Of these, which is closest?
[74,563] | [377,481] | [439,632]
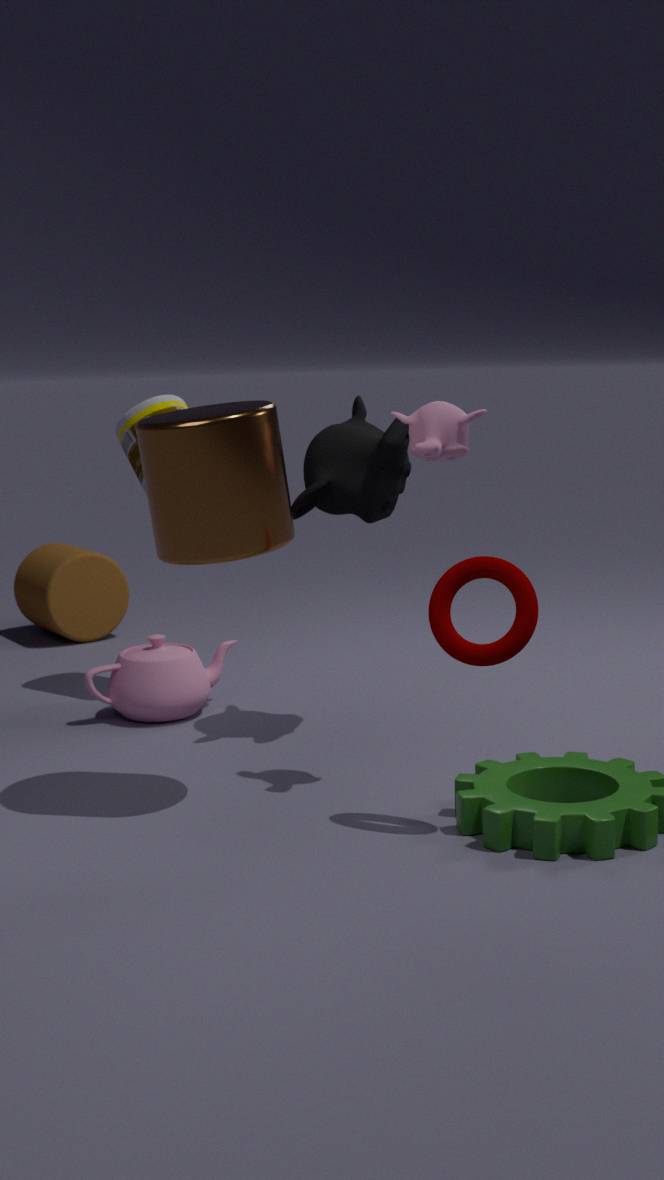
[439,632]
